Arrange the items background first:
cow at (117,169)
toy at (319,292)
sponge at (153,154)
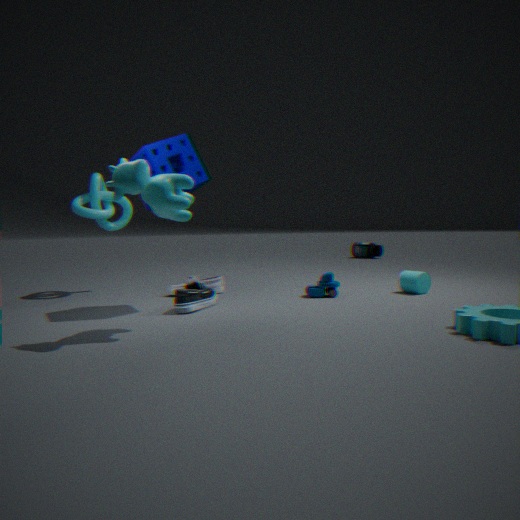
1. toy at (319,292)
2. sponge at (153,154)
3. cow at (117,169)
